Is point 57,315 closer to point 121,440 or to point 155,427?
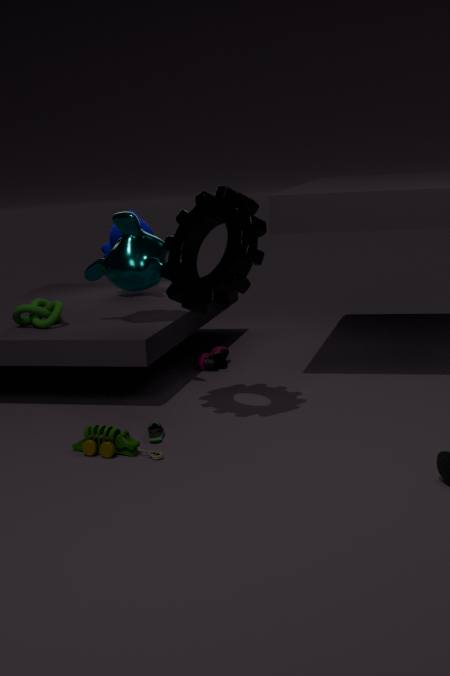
point 155,427
